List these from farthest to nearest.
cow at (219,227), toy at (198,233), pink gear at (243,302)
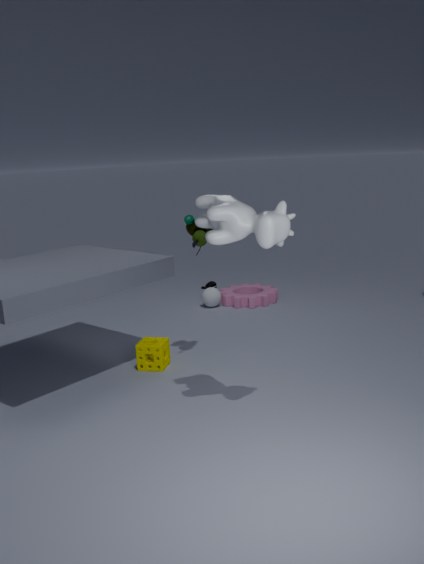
pink gear at (243,302)
toy at (198,233)
cow at (219,227)
